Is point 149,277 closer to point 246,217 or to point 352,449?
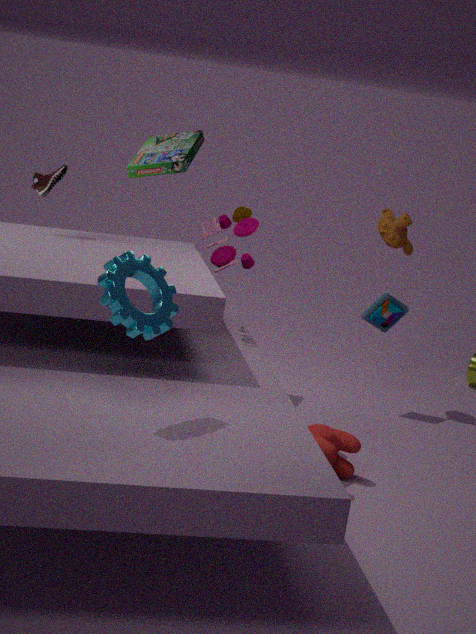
point 246,217
